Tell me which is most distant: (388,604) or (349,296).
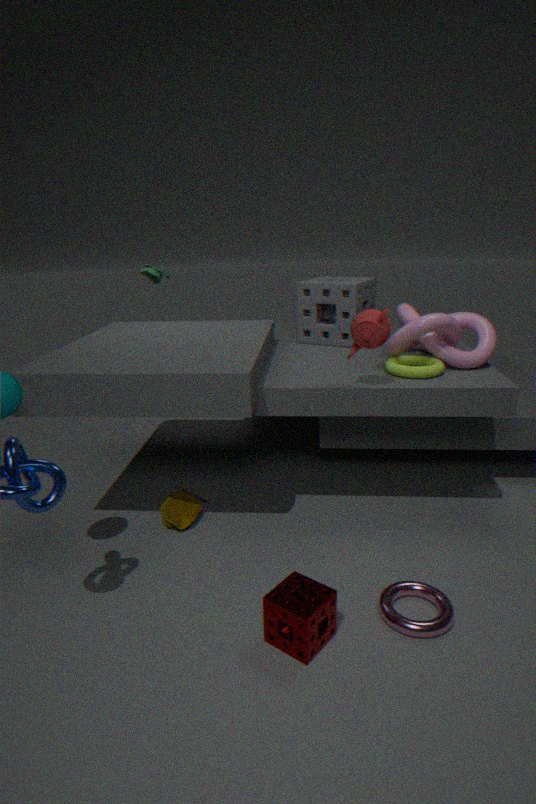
(349,296)
